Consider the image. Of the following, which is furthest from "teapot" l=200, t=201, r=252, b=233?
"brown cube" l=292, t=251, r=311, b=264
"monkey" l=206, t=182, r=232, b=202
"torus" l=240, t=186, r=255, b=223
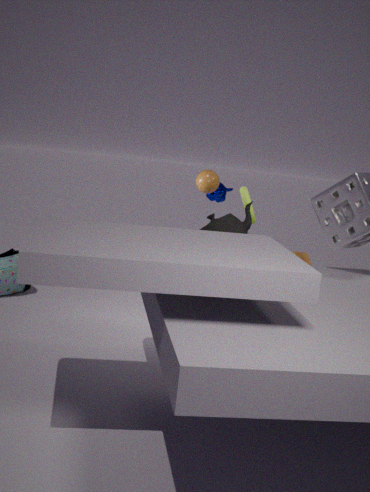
"monkey" l=206, t=182, r=232, b=202
